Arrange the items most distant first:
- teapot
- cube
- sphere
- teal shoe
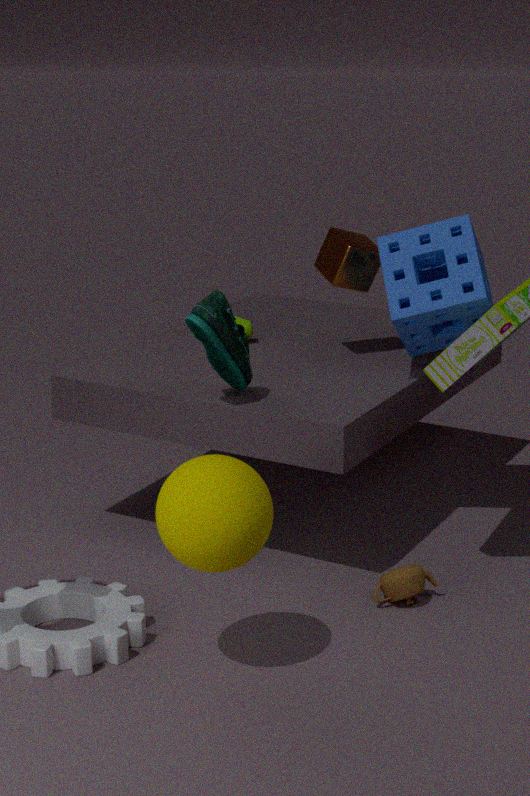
cube < teapot < teal shoe < sphere
